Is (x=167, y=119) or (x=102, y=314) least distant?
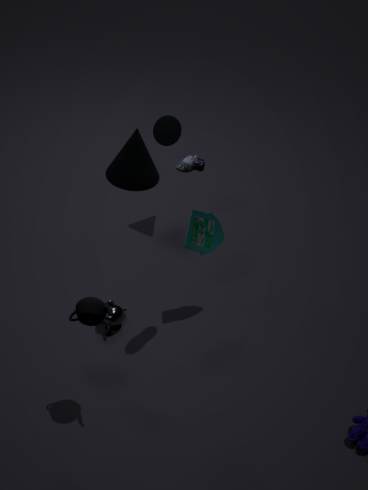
(x=102, y=314)
